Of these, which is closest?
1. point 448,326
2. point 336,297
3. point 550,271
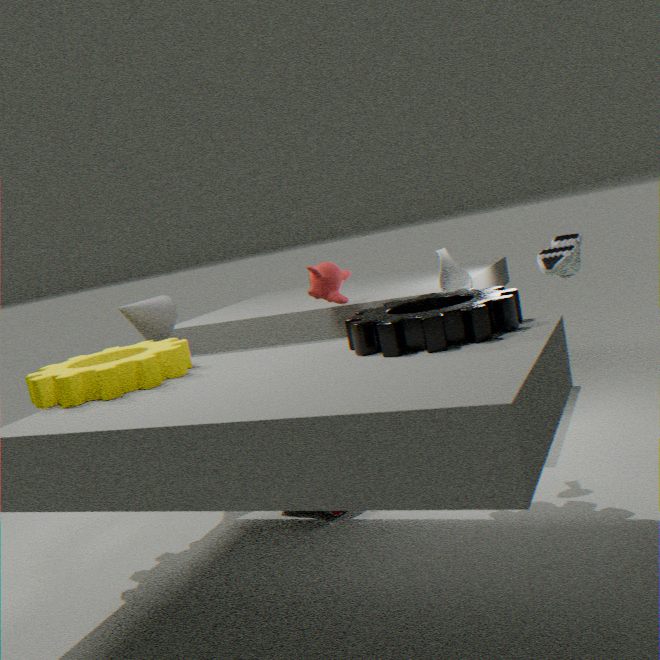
point 448,326
